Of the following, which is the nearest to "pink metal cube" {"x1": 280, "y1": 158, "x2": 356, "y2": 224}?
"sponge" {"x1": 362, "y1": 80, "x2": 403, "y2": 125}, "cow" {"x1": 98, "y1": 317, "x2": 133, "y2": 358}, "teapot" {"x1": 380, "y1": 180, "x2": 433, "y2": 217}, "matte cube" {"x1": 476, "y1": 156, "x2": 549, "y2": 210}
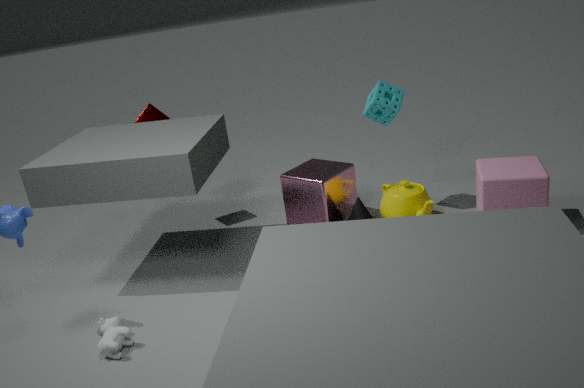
"teapot" {"x1": 380, "y1": 180, "x2": 433, "y2": 217}
